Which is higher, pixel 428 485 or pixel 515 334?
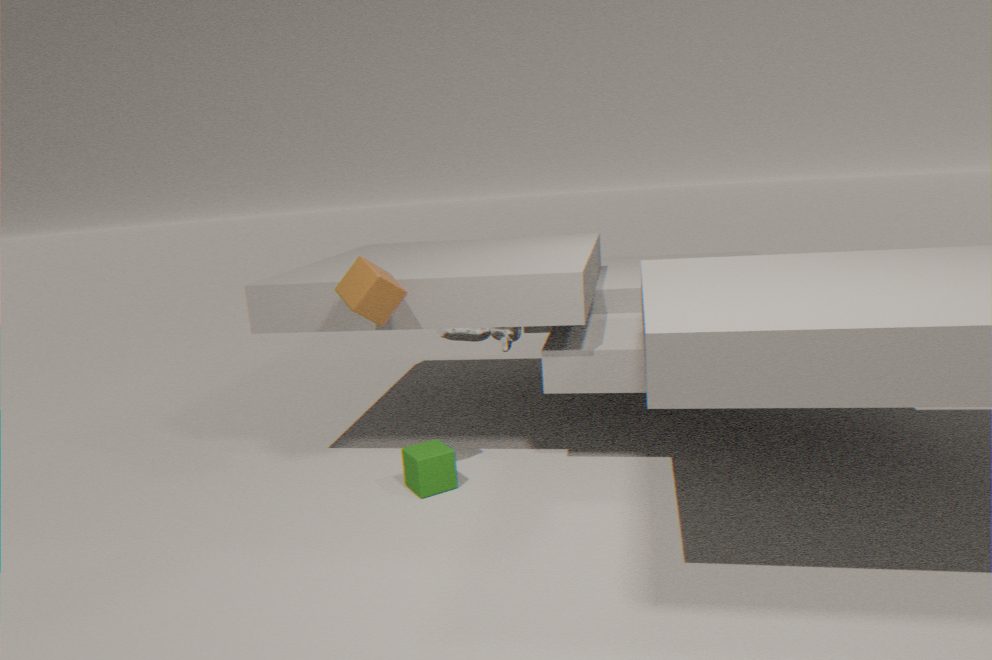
pixel 515 334
